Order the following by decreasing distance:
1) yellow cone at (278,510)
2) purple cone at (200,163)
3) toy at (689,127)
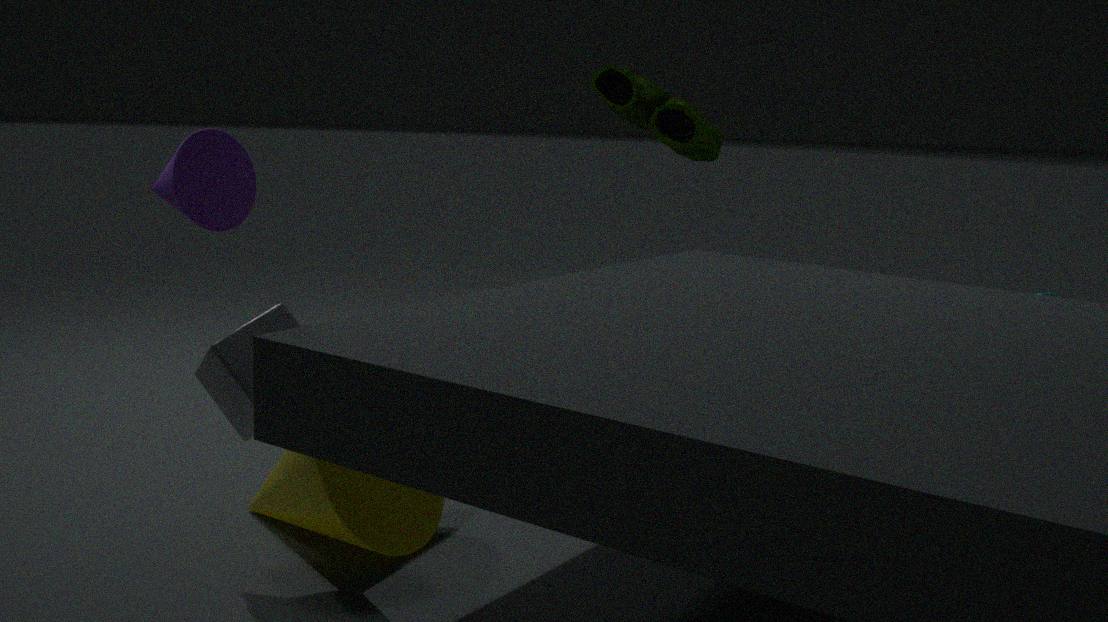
3. toy at (689,127) → 1. yellow cone at (278,510) → 2. purple cone at (200,163)
